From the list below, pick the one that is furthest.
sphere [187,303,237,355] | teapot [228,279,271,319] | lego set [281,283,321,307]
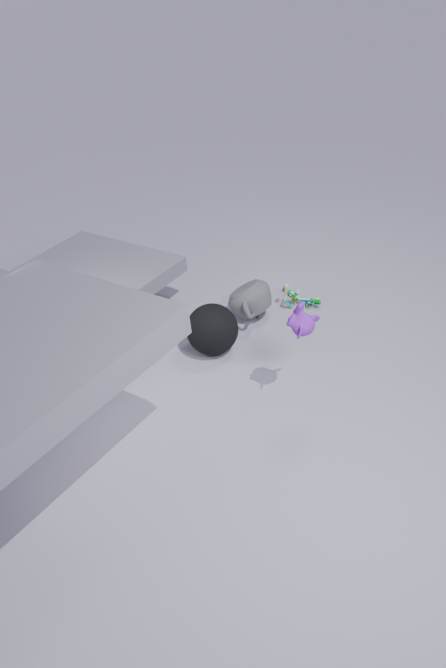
lego set [281,283,321,307]
